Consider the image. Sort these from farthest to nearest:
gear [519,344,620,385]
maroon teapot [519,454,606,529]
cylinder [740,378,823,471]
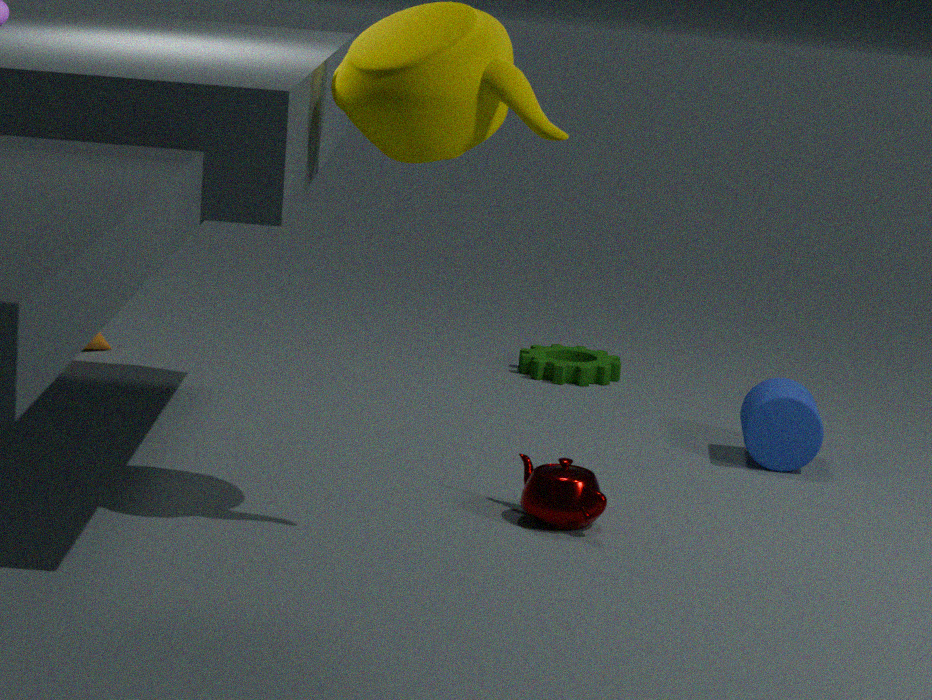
gear [519,344,620,385] → cylinder [740,378,823,471] → maroon teapot [519,454,606,529]
